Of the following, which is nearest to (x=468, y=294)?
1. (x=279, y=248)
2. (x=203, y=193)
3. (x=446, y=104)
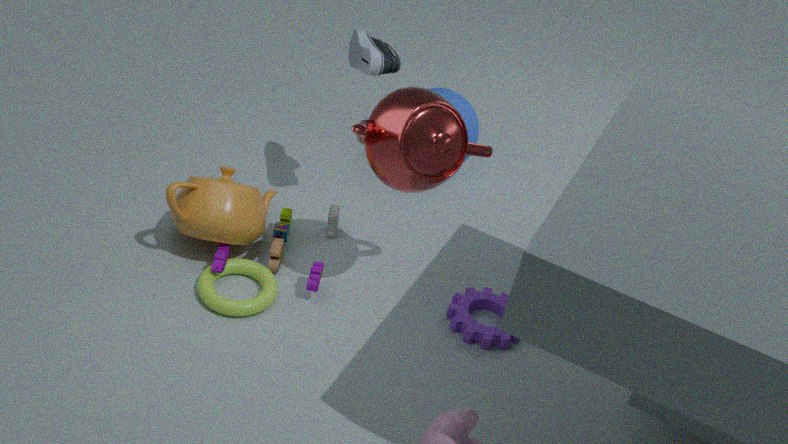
(x=446, y=104)
